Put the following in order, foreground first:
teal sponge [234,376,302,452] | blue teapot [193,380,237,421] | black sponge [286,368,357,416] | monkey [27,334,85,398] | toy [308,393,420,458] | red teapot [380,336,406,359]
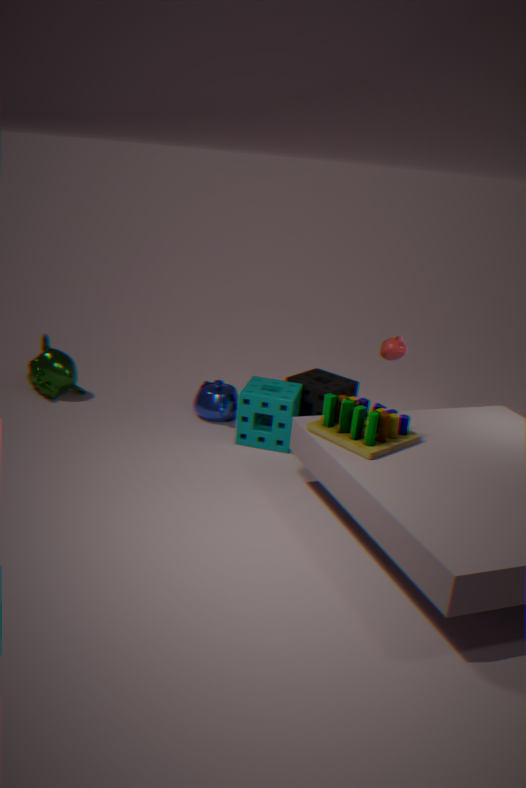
toy [308,393,420,458], red teapot [380,336,406,359], teal sponge [234,376,302,452], black sponge [286,368,357,416], blue teapot [193,380,237,421], monkey [27,334,85,398]
